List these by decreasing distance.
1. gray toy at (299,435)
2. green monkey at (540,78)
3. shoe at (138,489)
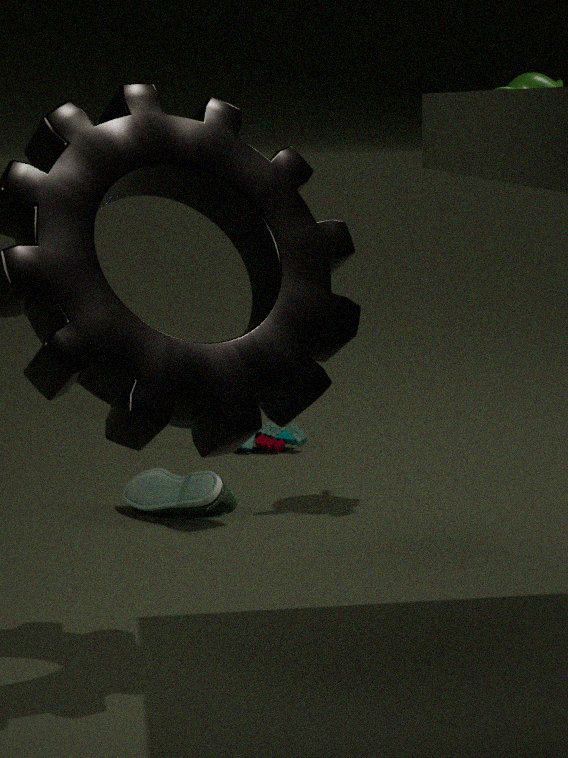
gray toy at (299,435) → shoe at (138,489) → green monkey at (540,78)
